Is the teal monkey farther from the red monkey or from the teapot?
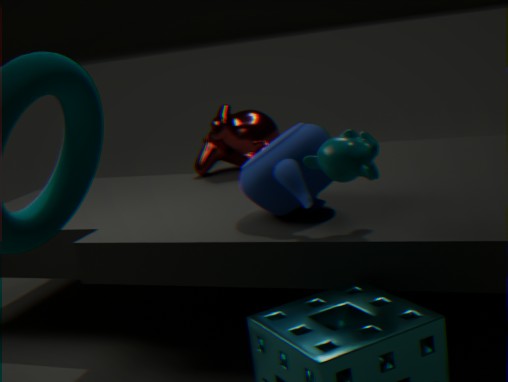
the red monkey
